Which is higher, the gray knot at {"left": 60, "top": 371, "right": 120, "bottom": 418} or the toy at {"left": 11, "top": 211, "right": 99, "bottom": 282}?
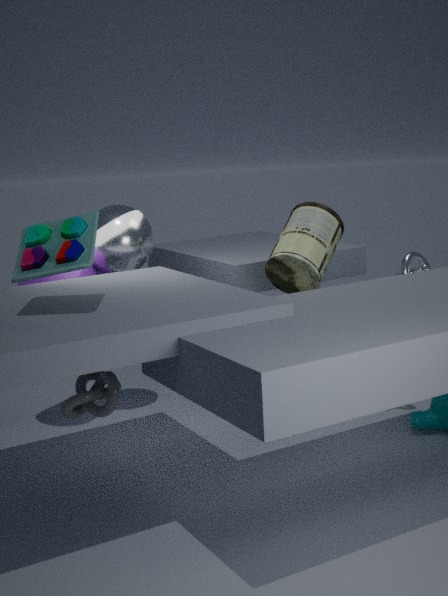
the toy at {"left": 11, "top": 211, "right": 99, "bottom": 282}
